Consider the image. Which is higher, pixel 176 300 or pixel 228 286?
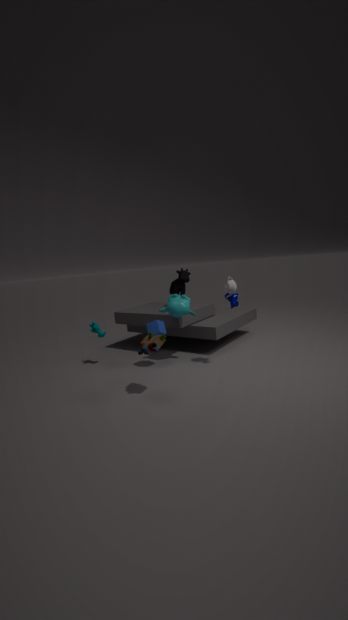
pixel 228 286
